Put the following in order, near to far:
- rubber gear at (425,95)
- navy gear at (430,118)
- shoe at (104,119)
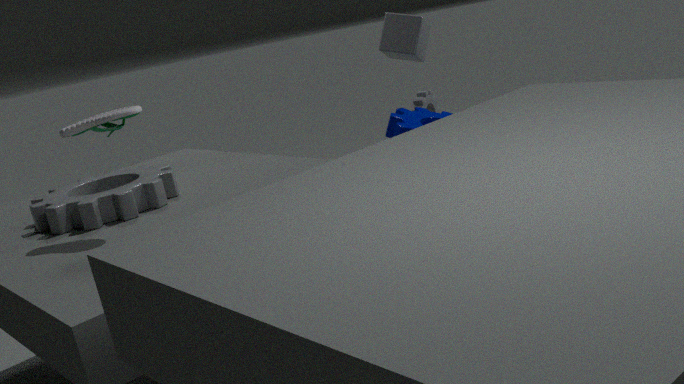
shoe at (104,119), navy gear at (430,118), rubber gear at (425,95)
